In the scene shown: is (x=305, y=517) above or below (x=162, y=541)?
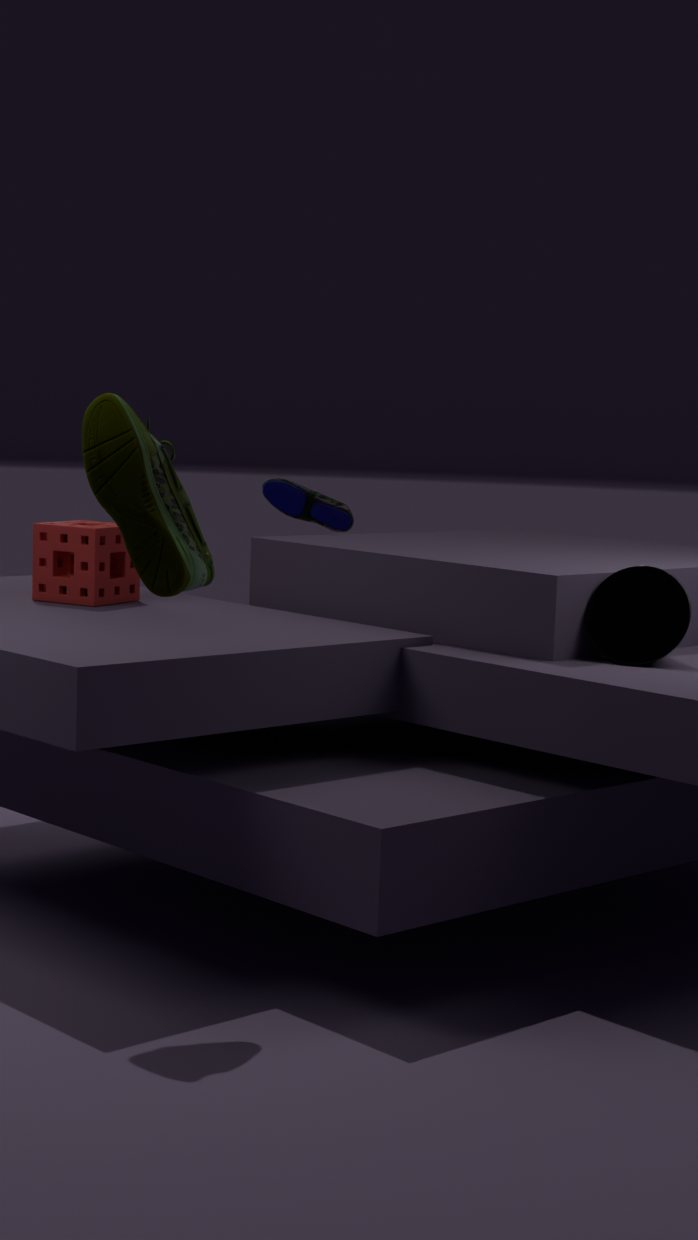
below
